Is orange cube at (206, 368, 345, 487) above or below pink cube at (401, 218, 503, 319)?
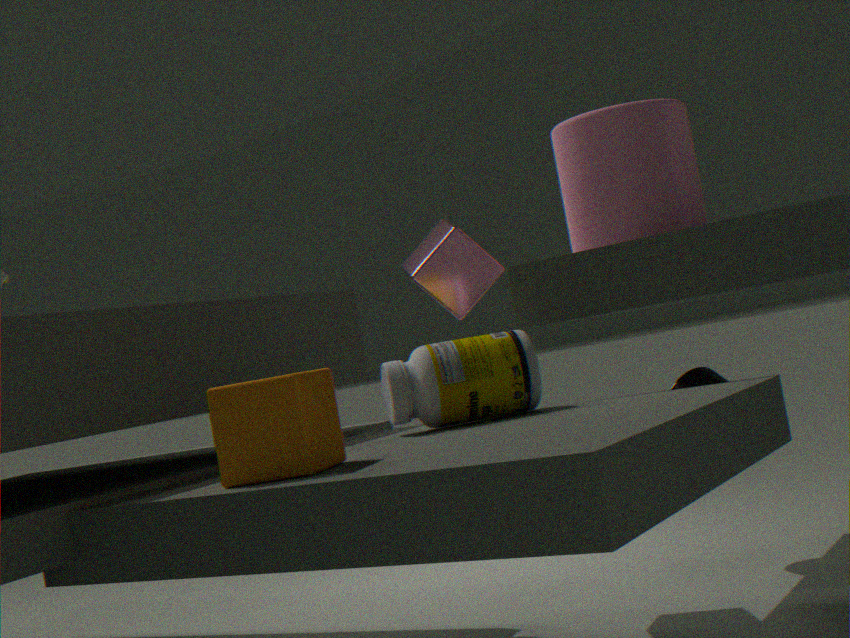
below
